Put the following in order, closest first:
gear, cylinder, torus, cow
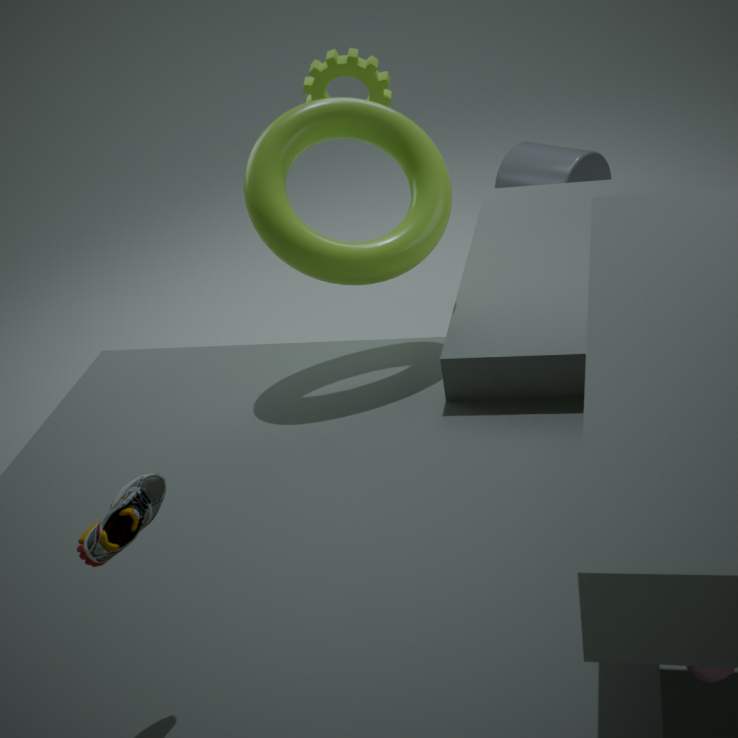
cow < torus < gear < cylinder
